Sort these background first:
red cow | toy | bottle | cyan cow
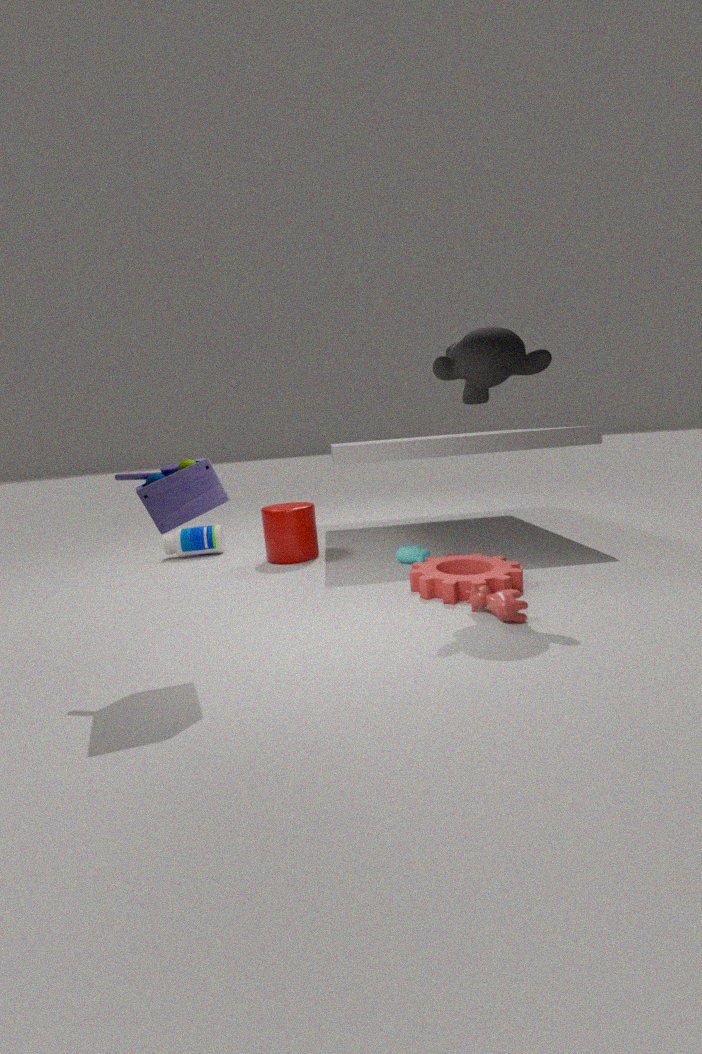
bottle < cyan cow < red cow < toy
